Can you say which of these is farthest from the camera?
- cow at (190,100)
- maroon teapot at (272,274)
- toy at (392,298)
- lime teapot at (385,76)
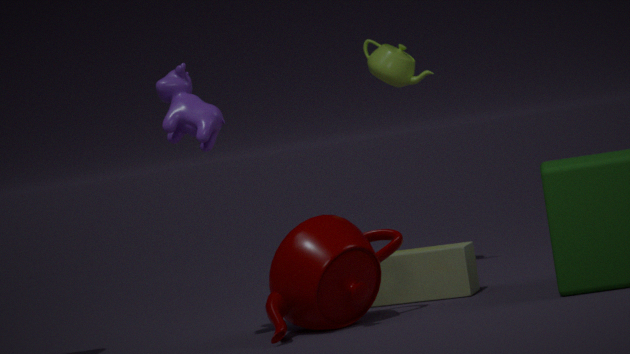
lime teapot at (385,76)
